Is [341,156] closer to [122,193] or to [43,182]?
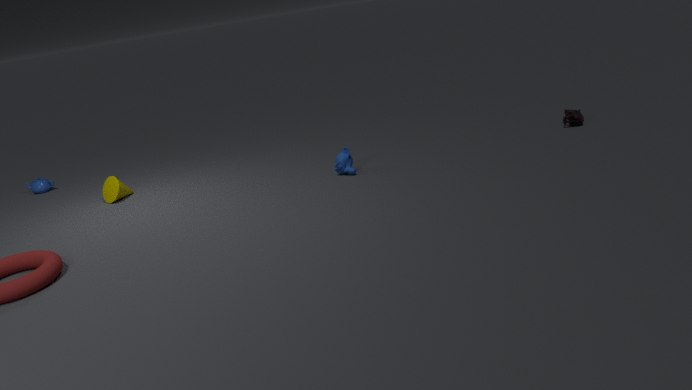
[122,193]
